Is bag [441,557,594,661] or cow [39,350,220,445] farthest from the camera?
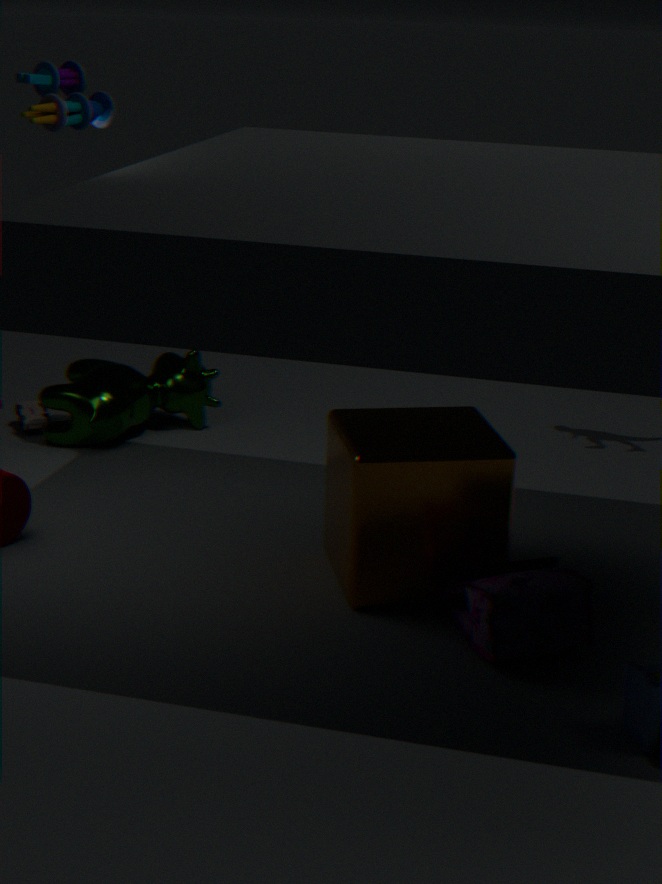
cow [39,350,220,445]
